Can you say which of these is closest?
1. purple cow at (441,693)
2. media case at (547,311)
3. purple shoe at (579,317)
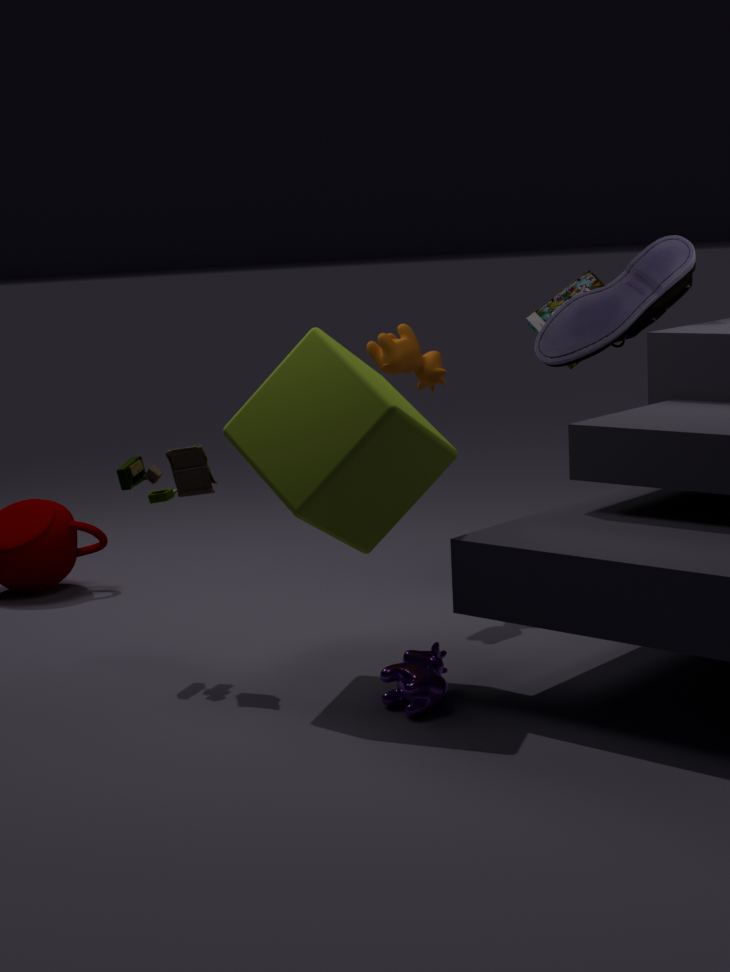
purple cow at (441,693)
